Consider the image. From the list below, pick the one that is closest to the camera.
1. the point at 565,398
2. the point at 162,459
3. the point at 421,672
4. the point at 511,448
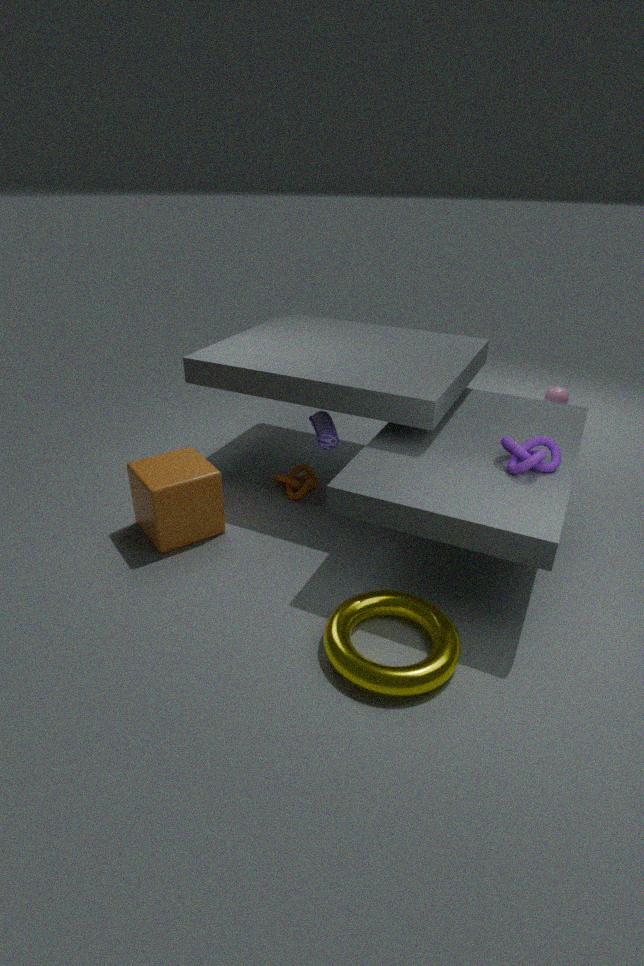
the point at 421,672
